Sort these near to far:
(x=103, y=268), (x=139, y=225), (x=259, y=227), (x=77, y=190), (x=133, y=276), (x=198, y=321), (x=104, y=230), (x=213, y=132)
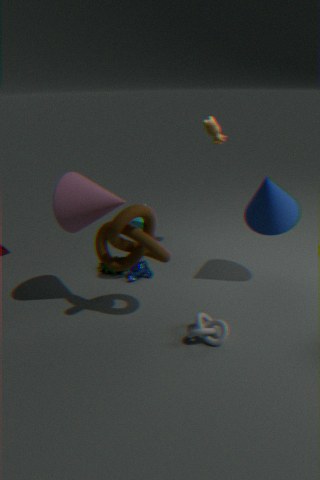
(x=198, y=321) → (x=77, y=190) → (x=104, y=230) → (x=259, y=227) → (x=139, y=225) → (x=133, y=276) → (x=213, y=132) → (x=103, y=268)
